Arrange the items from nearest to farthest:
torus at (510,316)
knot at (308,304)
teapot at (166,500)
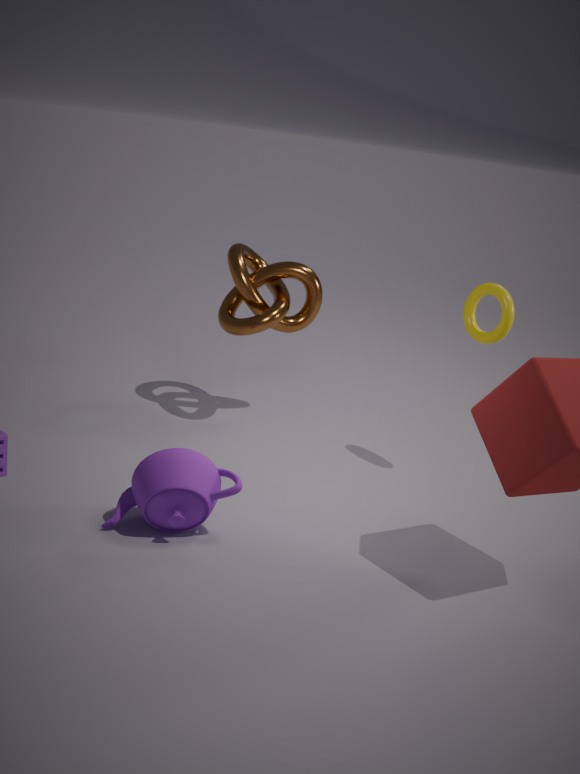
1. teapot at (166,500)
2. torus at (510,316)
3. knot at (308,304)
